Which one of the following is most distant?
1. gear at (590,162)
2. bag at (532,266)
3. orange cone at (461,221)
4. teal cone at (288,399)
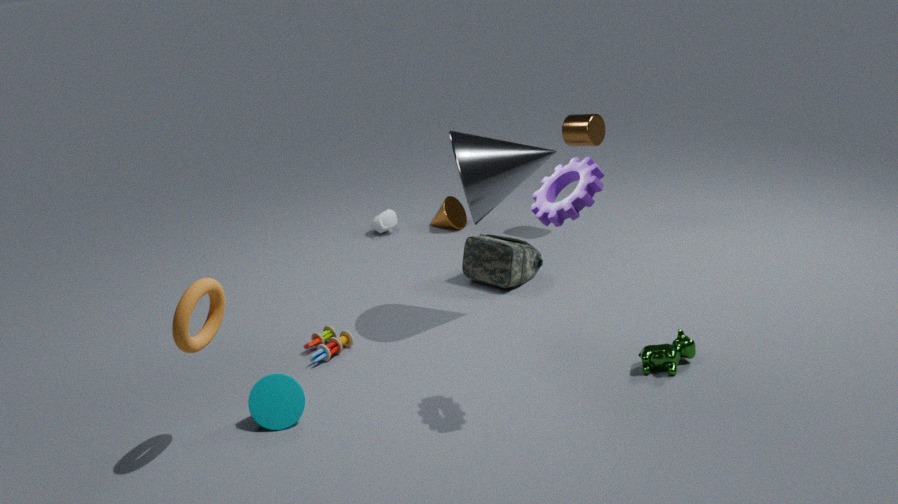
orange cone at (461,221)
